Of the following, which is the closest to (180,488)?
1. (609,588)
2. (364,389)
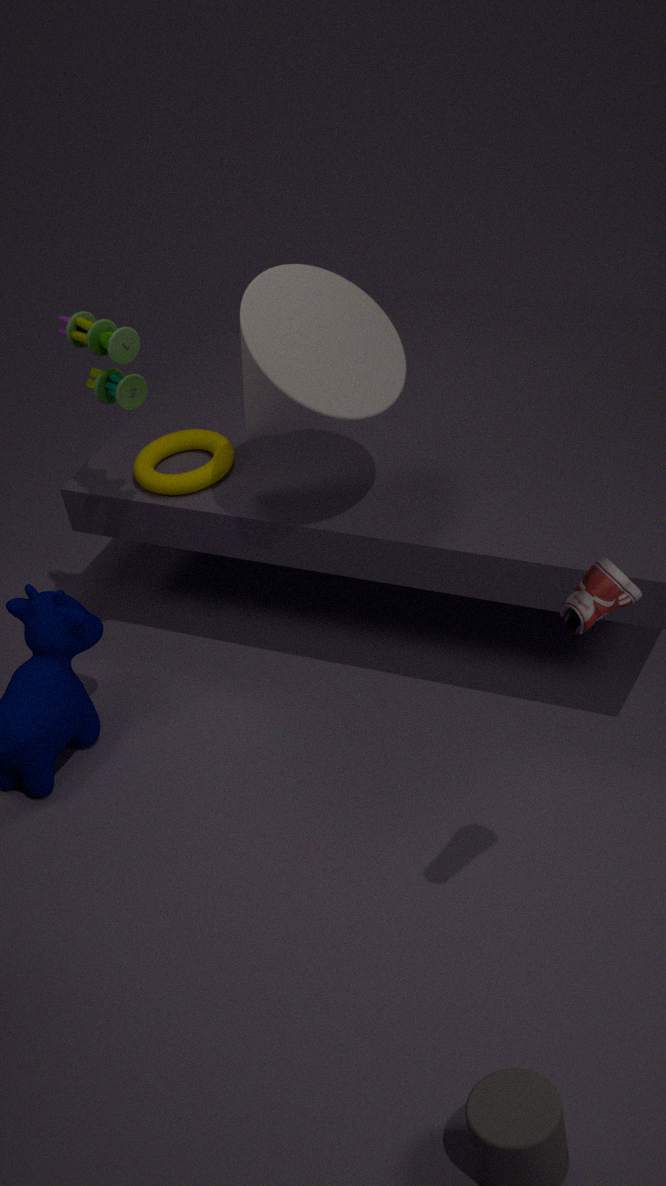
(364,389)
